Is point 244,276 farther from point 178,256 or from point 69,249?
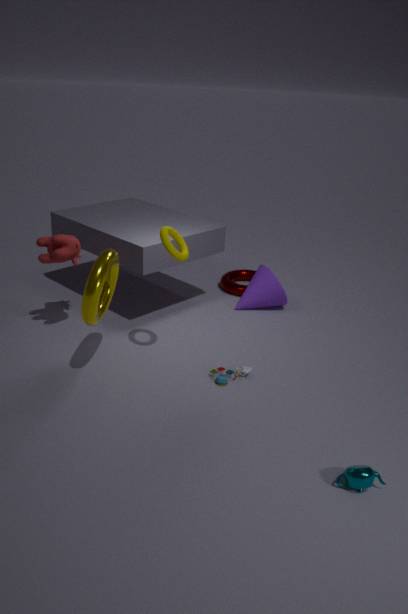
point 69,249
